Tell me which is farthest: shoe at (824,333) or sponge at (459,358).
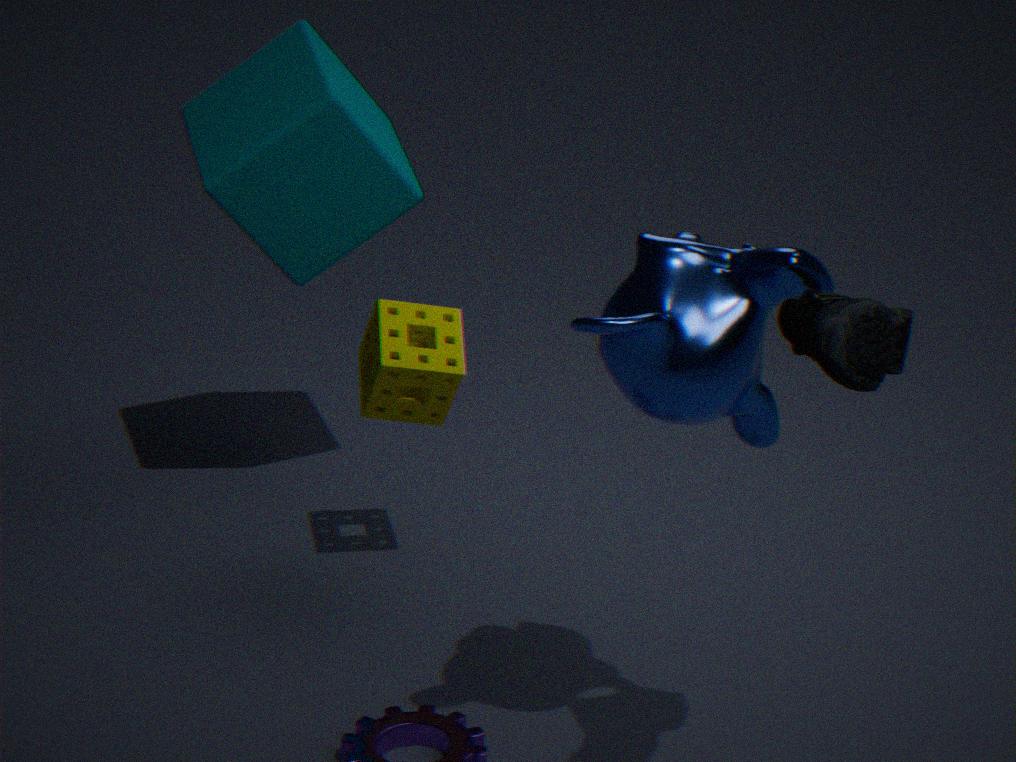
sponge at (459,358)
